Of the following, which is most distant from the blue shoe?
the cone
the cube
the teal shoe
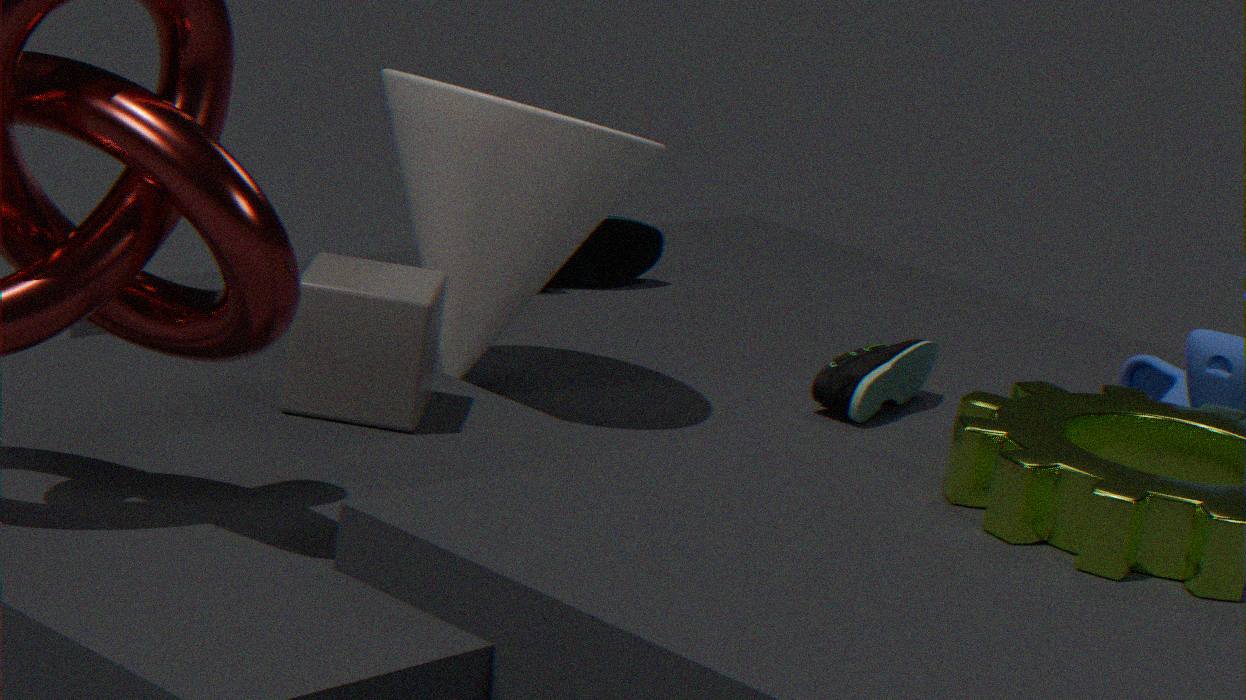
the teal shoe
